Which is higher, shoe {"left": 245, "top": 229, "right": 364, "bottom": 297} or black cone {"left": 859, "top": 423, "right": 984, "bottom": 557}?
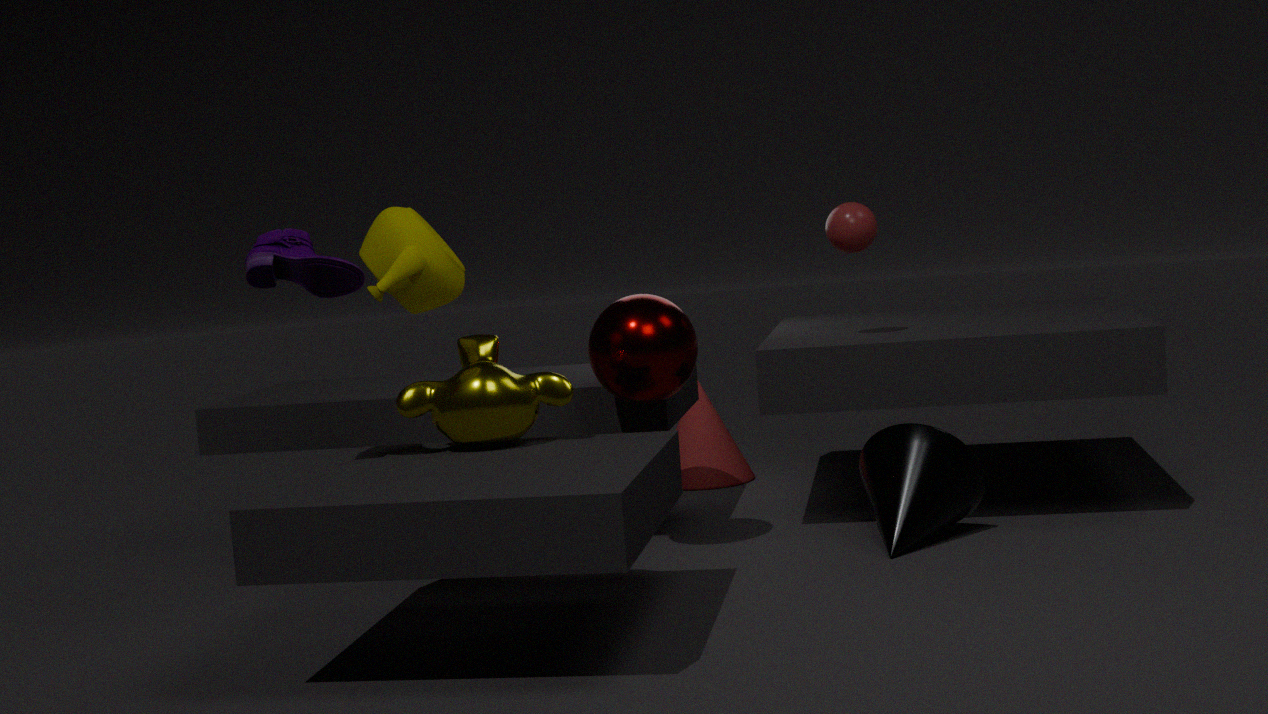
shoe {"left": 245, "top": 229, "right": 364, "bottom": 297}
